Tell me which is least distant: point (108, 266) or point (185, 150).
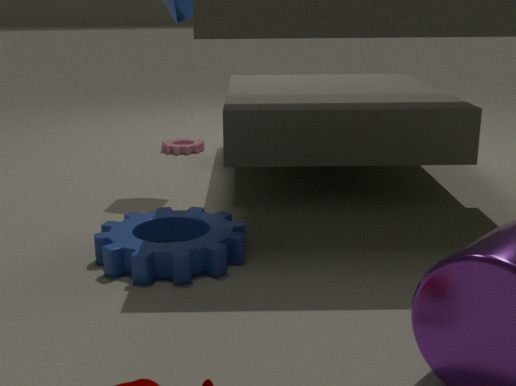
point (108, 266)
